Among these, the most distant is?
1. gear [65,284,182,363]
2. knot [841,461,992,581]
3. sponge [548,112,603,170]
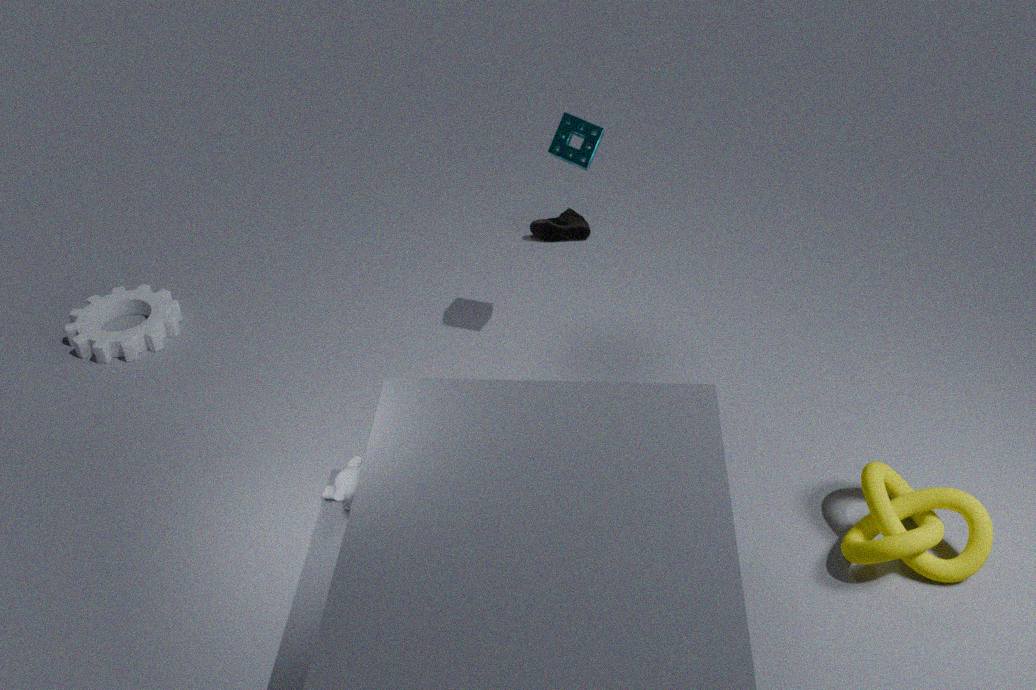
gear [65,284,182,363]
